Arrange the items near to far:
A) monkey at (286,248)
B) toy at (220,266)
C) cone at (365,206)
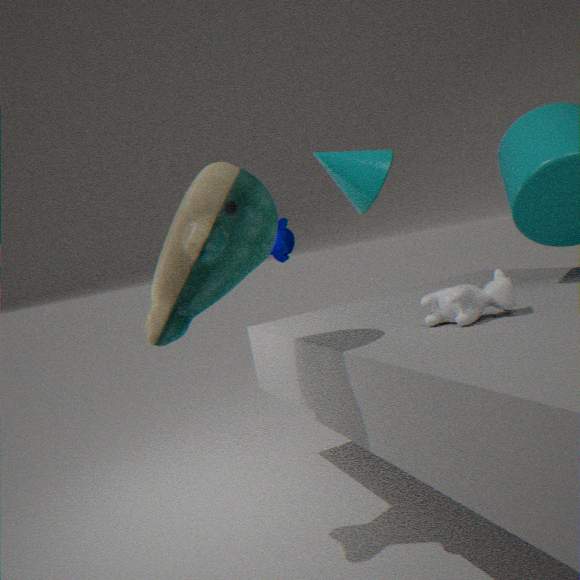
toy at (220,266) < cone at (365,206) < monkey at (286,248)
